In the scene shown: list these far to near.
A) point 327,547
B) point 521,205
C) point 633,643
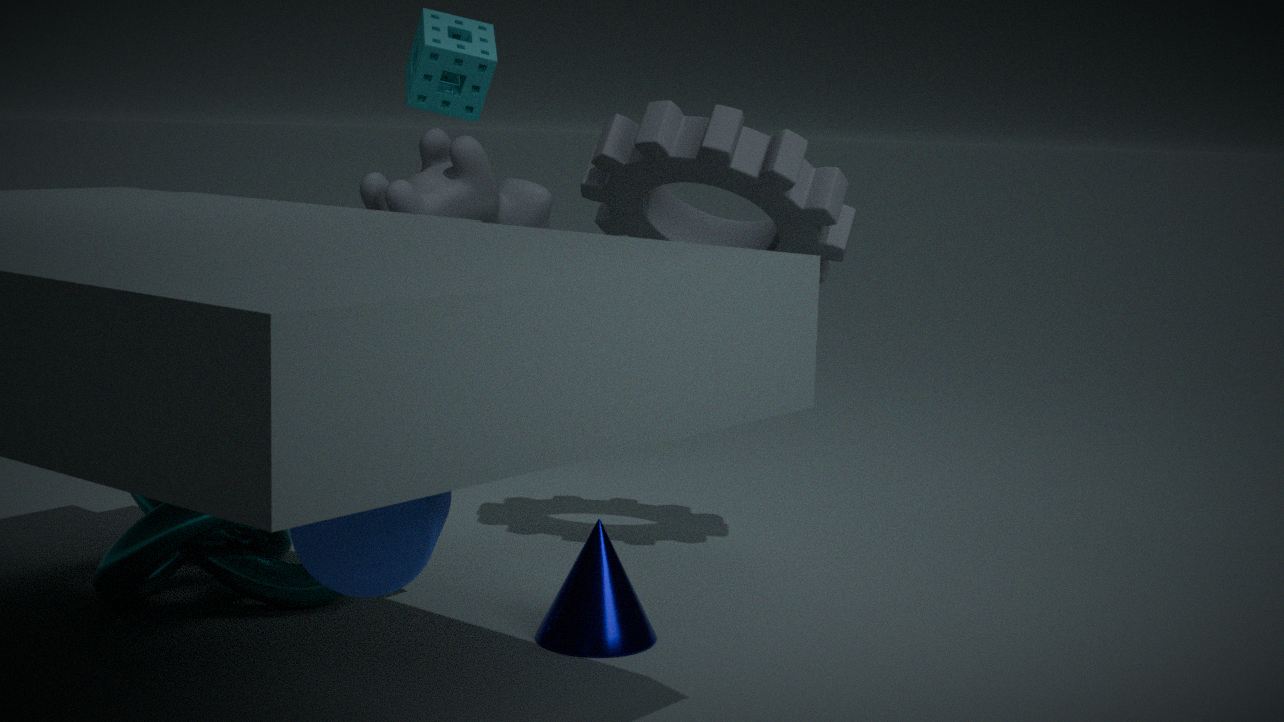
point 521,205 → point 633,643 → point 327,547
